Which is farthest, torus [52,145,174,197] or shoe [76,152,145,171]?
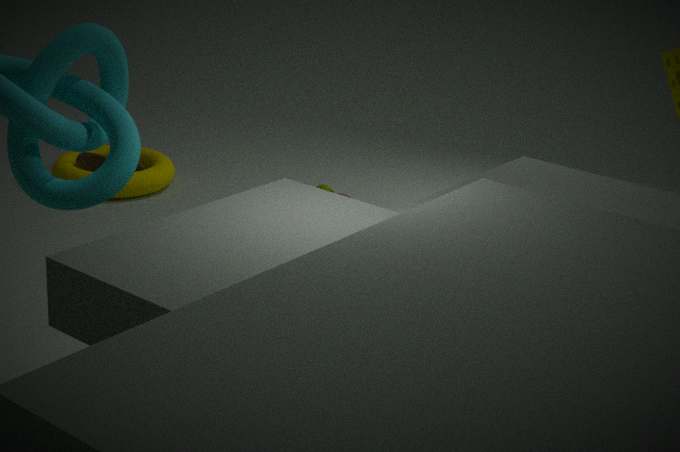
shoe [76,152,145,171]
